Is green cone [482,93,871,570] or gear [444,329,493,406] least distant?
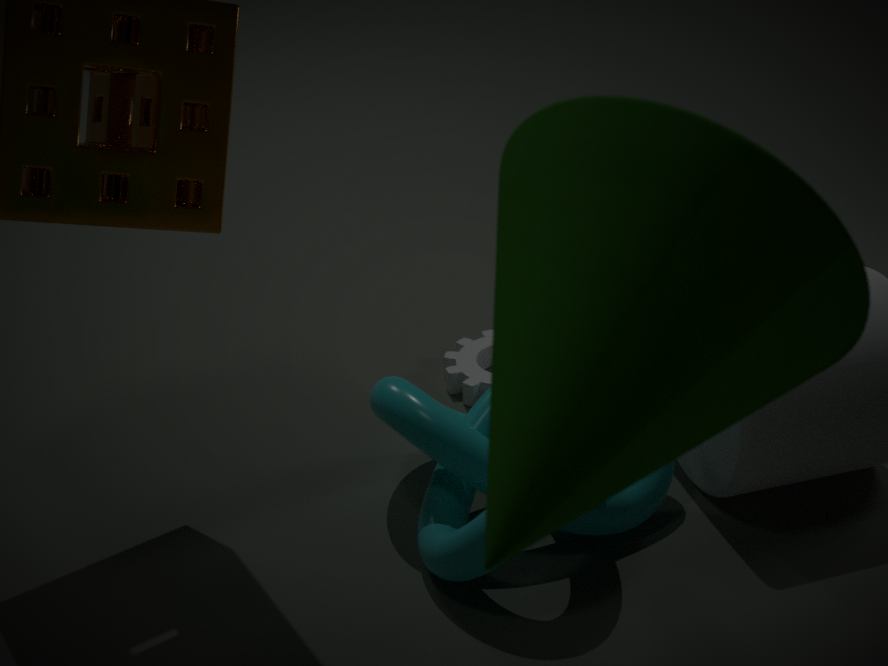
green cone [482,93,871,570]
